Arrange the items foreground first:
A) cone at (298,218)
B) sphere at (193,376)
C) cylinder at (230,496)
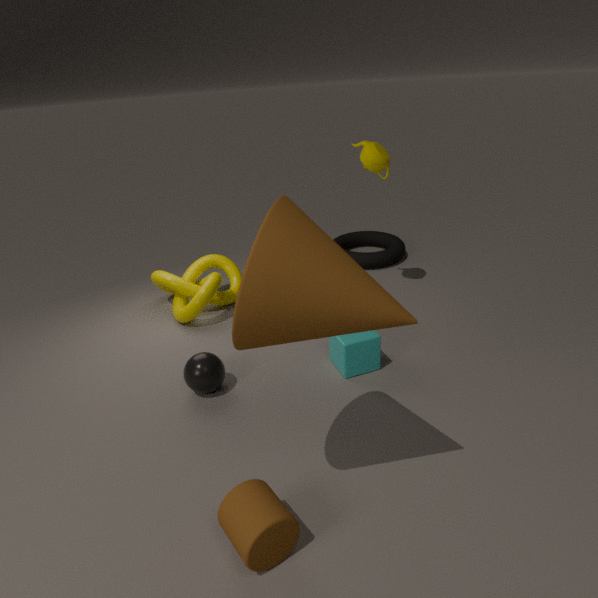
cone at (298,218), cylinder at (230,496), sphere at (193,376)
